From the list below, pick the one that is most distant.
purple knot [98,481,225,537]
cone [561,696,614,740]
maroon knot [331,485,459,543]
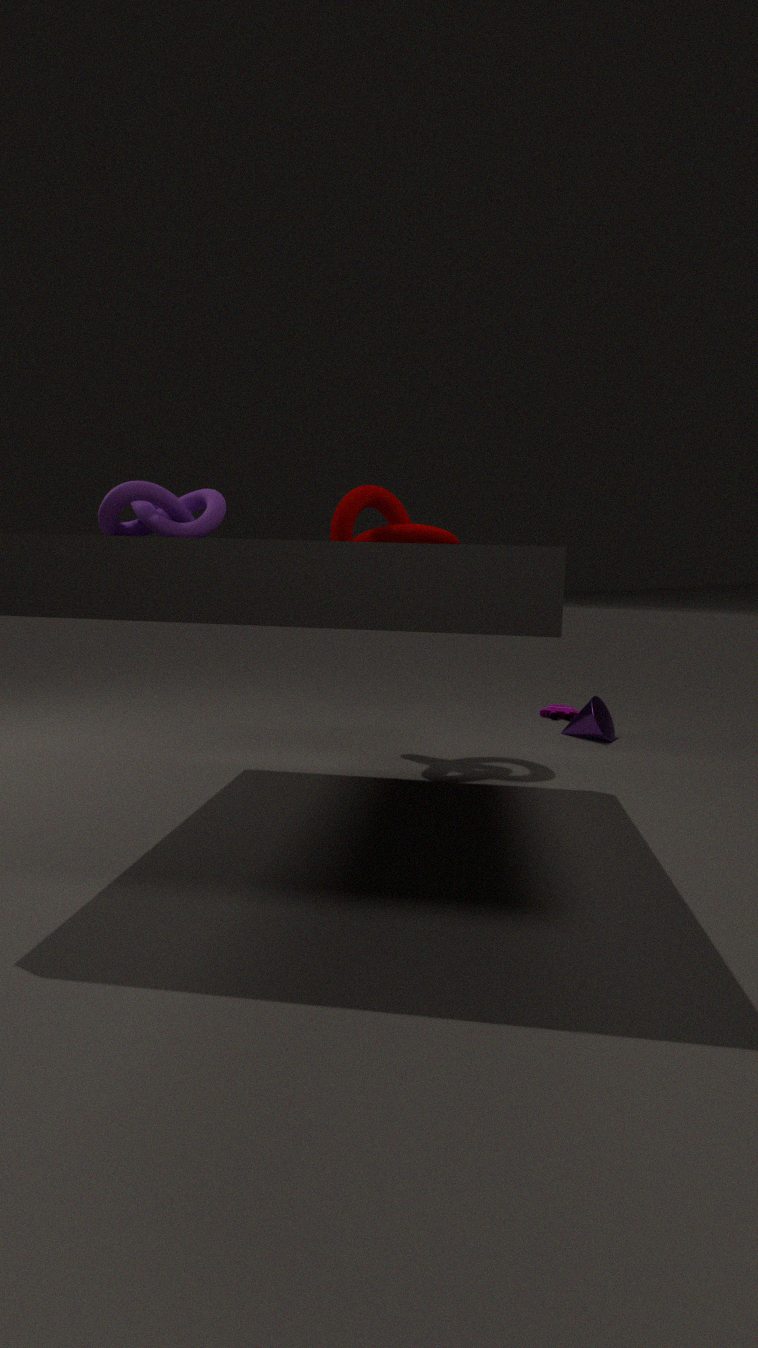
cone [561,696,614,740]
